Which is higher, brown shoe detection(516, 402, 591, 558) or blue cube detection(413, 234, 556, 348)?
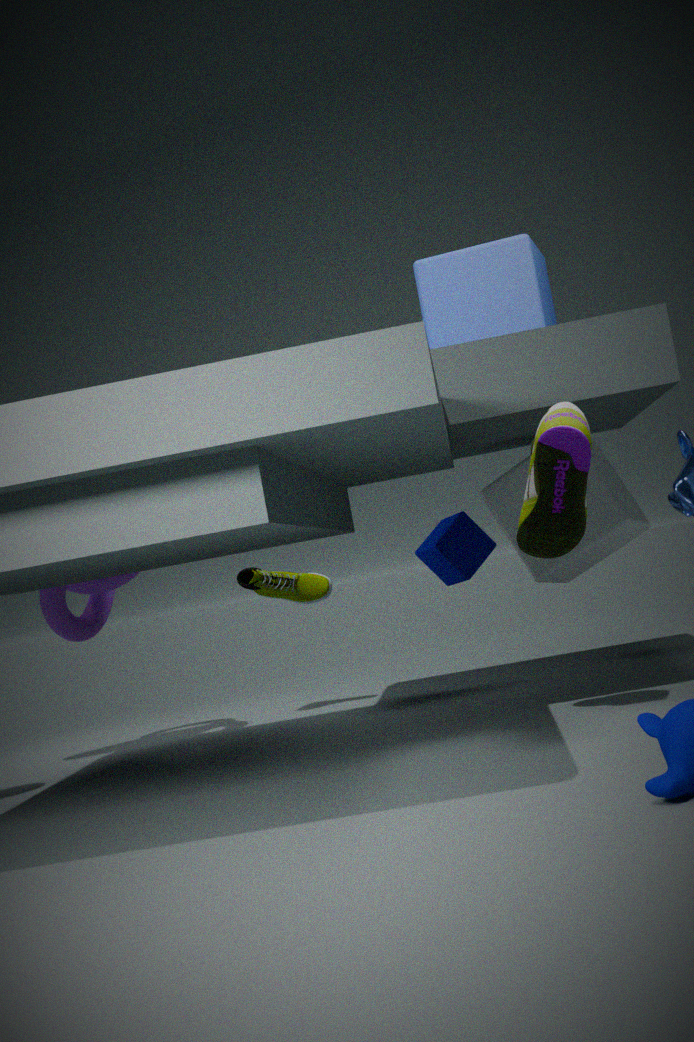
blue cube detection(413, 234, 556, 348)
